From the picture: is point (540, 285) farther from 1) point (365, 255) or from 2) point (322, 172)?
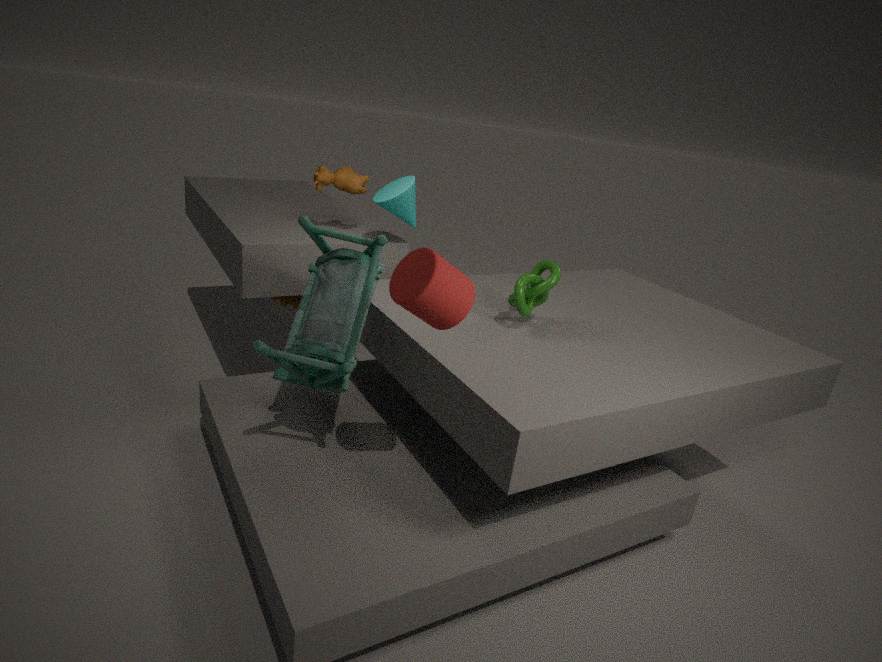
2) point (322, 172)
